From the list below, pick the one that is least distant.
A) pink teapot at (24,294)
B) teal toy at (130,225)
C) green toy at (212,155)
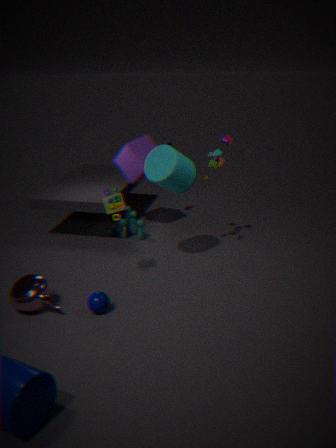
pink teapot at (24,294)
